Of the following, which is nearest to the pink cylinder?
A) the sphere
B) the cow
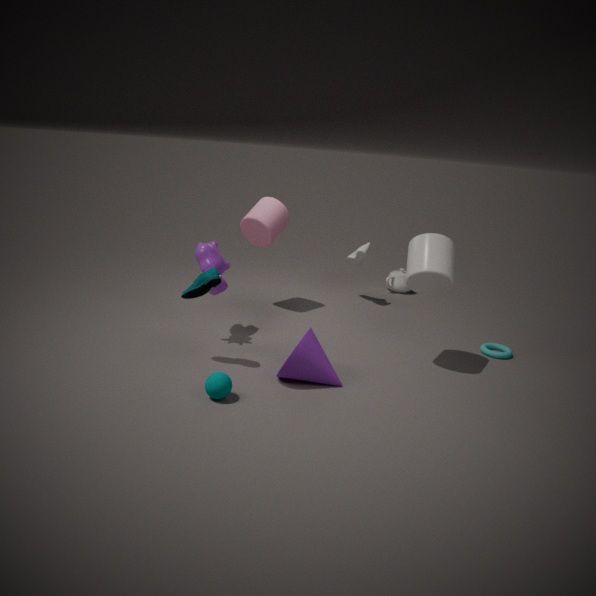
the cow
